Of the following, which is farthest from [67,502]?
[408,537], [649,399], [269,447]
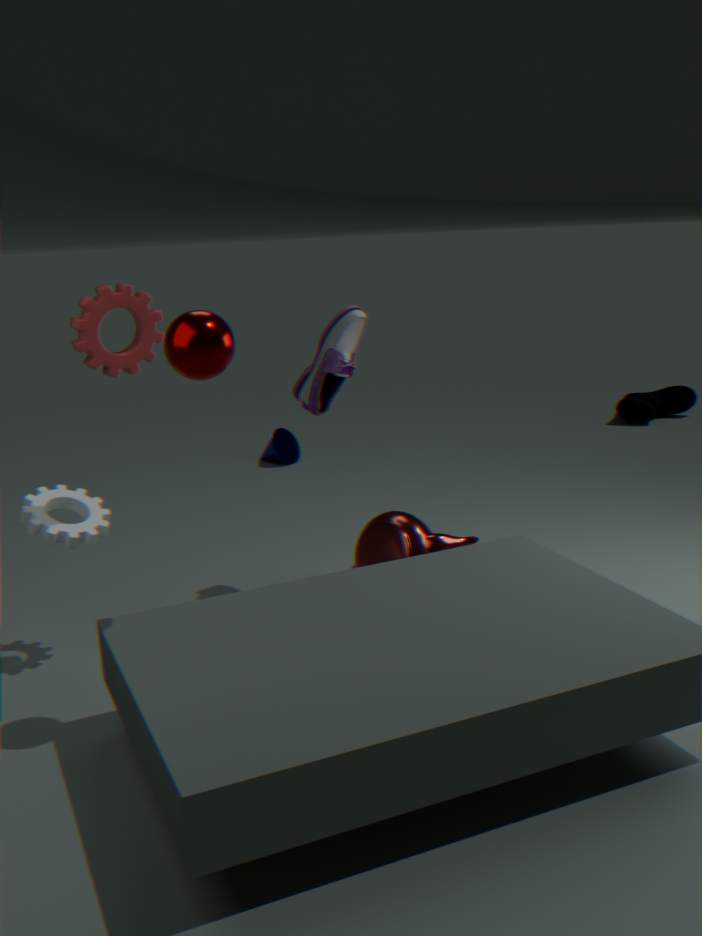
[649,399]
